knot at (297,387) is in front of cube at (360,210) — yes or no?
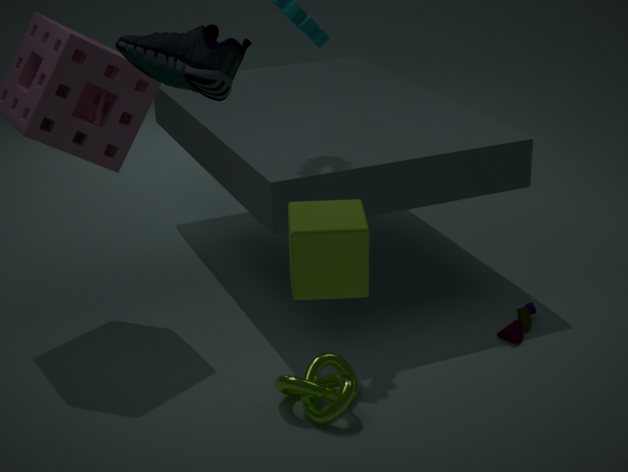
No
